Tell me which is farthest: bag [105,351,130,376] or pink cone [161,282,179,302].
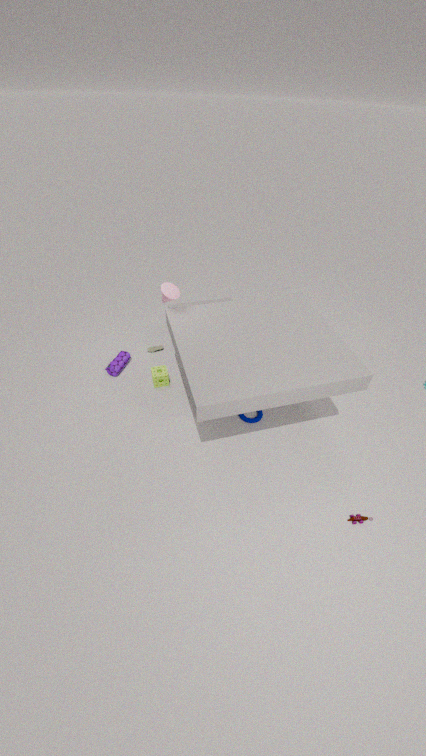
bag [105,351,130,376]
